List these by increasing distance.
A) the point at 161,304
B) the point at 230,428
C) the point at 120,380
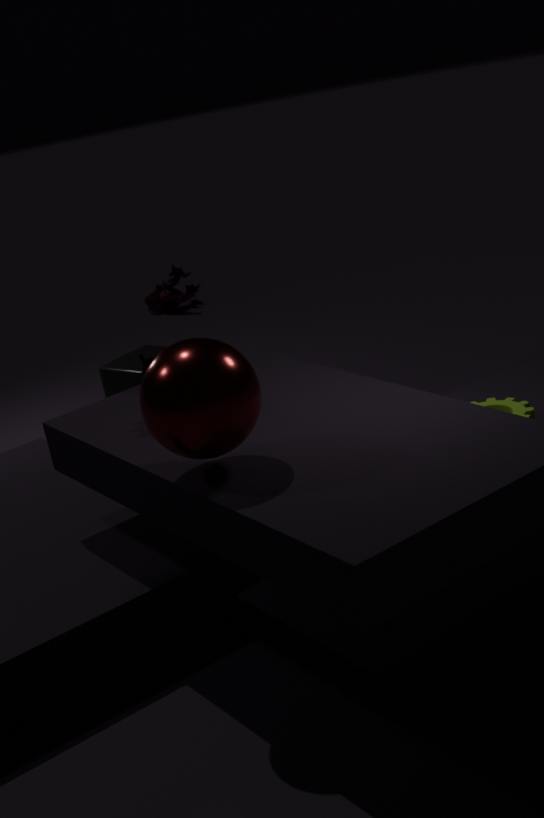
the point at 230,428, the point at 120,380, the point at 161,304
